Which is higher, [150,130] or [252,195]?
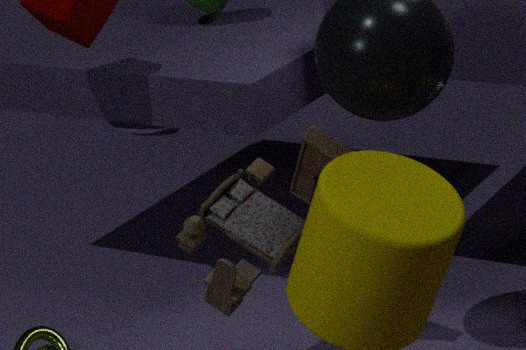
[252,195]
